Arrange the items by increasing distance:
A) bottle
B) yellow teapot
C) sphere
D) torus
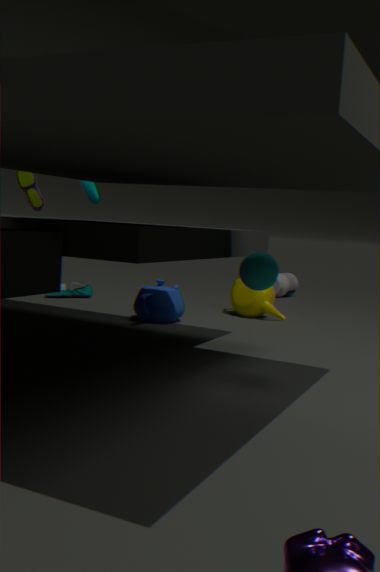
1. sphere
2. torus
3. yellow teapot
4. bottle
